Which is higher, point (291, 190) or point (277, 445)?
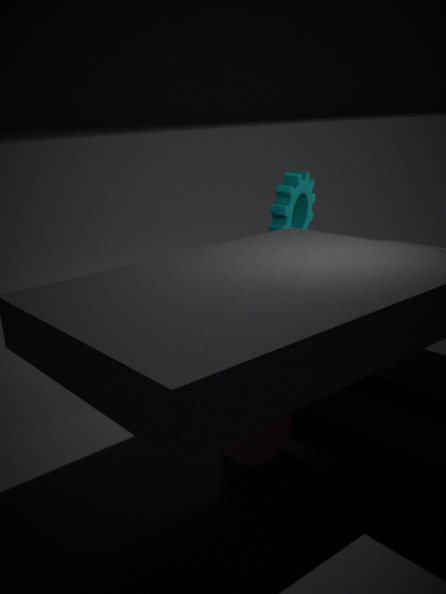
point (291, 190)
